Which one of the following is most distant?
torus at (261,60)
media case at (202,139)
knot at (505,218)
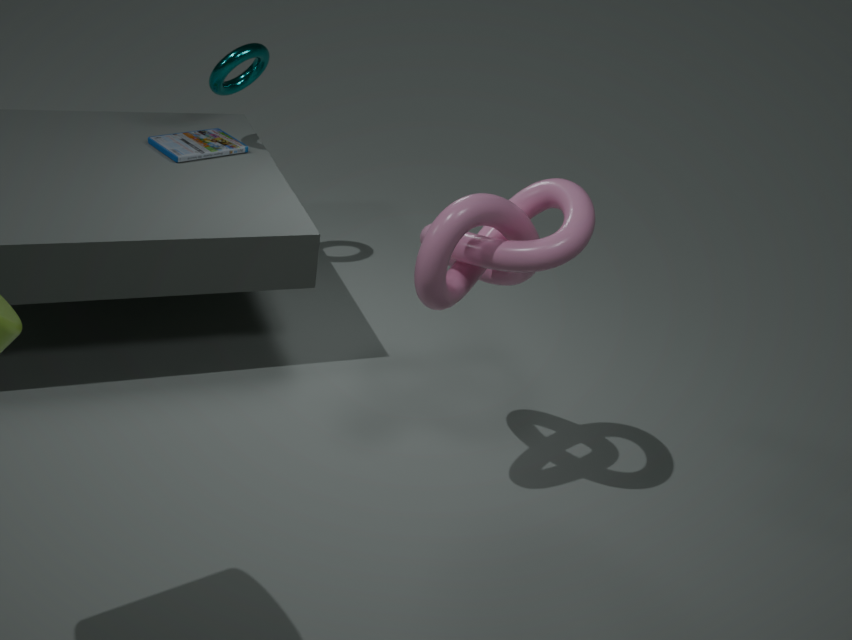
media case at (202,139)
